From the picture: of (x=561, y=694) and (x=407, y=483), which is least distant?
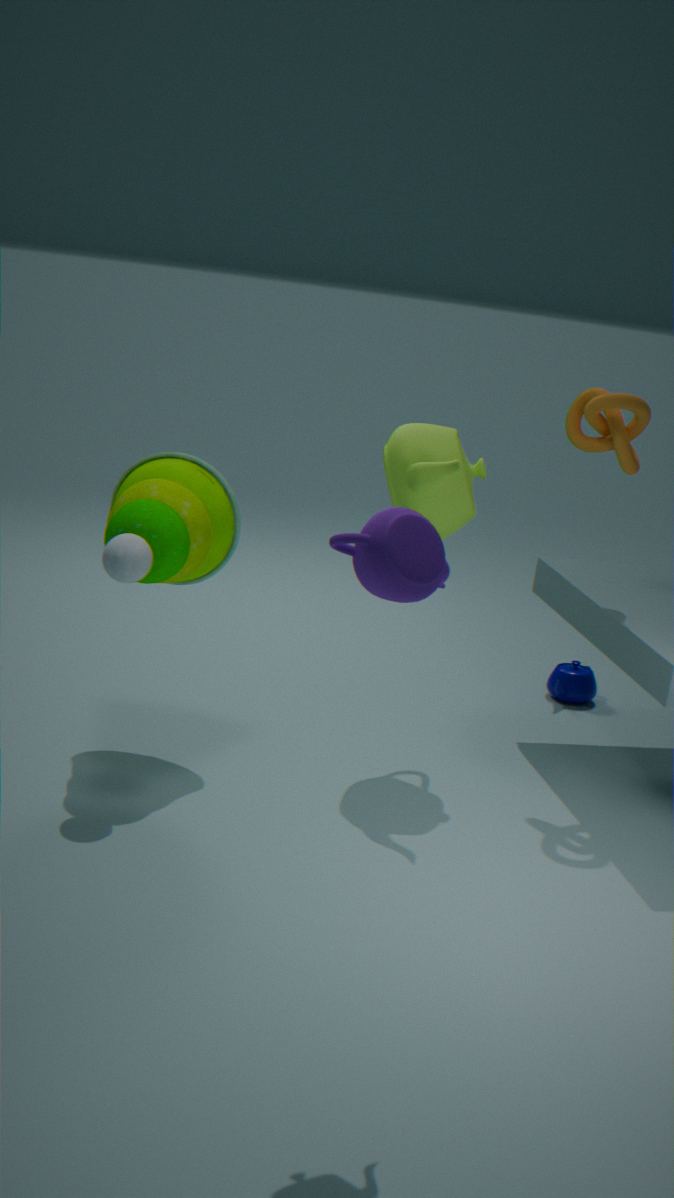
(x=407, y=483)
